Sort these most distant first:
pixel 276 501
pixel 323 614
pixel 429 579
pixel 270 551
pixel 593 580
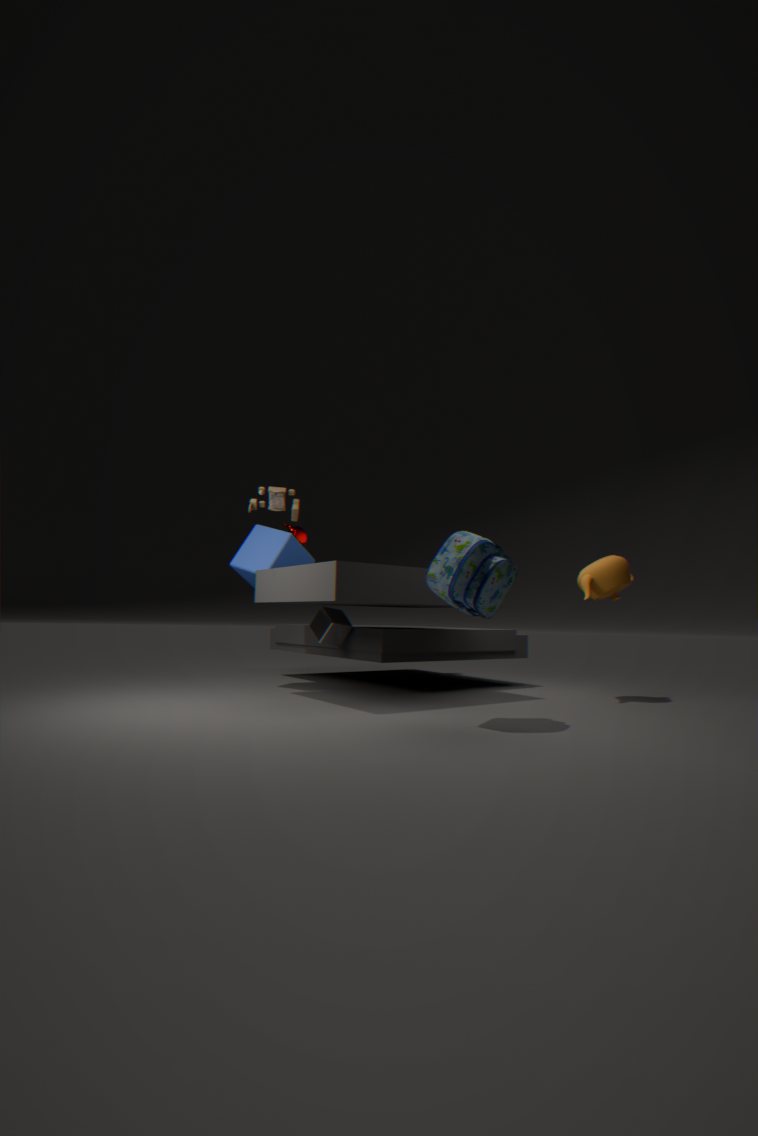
→ pixel 270 551
pixel 323 614
pixel 593 580
pixel 276 501
pixel 429 579
